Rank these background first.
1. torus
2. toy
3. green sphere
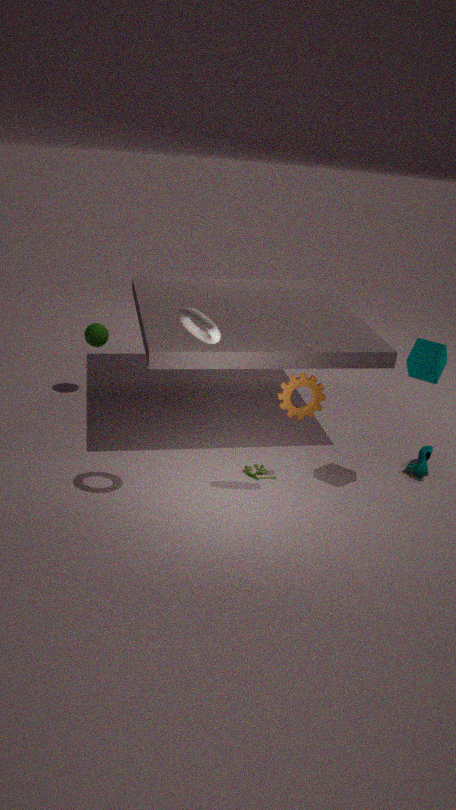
green sphere < toy < torus
